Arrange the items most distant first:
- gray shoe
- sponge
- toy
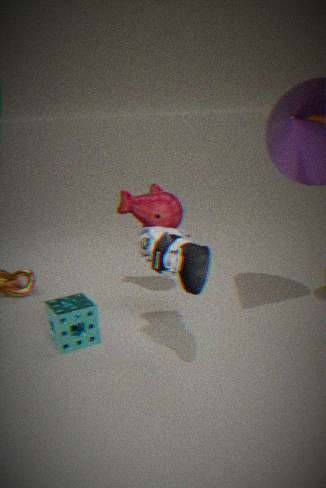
1. toy
2. sponge
3. gray shoe
